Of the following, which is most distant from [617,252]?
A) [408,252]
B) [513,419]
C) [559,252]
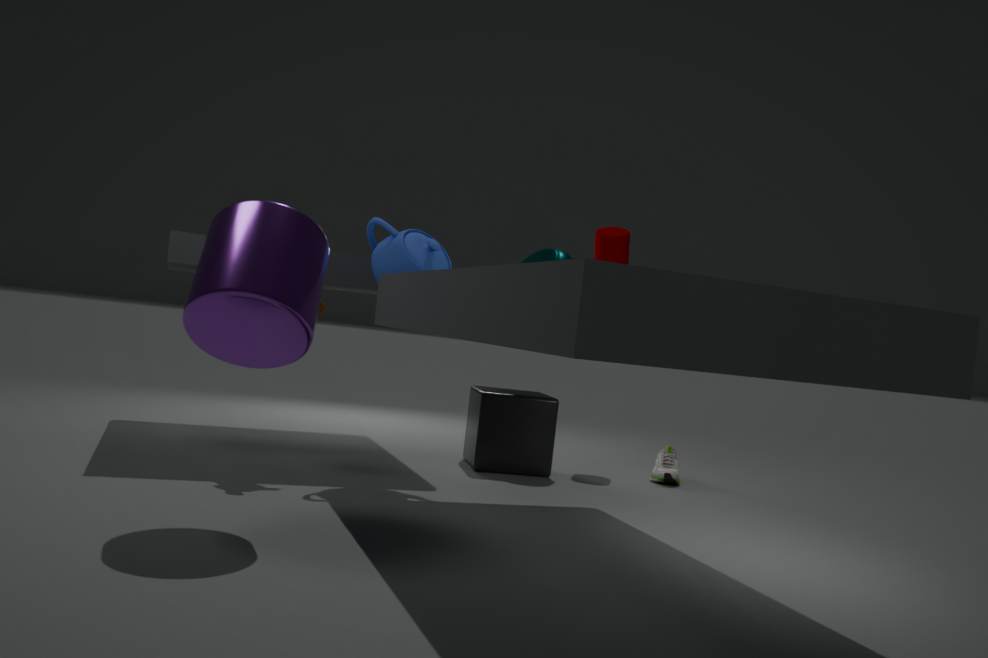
[408,252]
